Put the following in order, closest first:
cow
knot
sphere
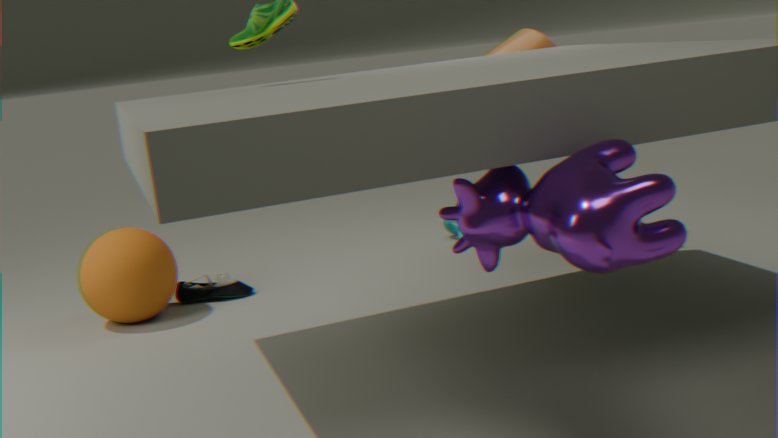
1. cow
2. sphere
3. knot
